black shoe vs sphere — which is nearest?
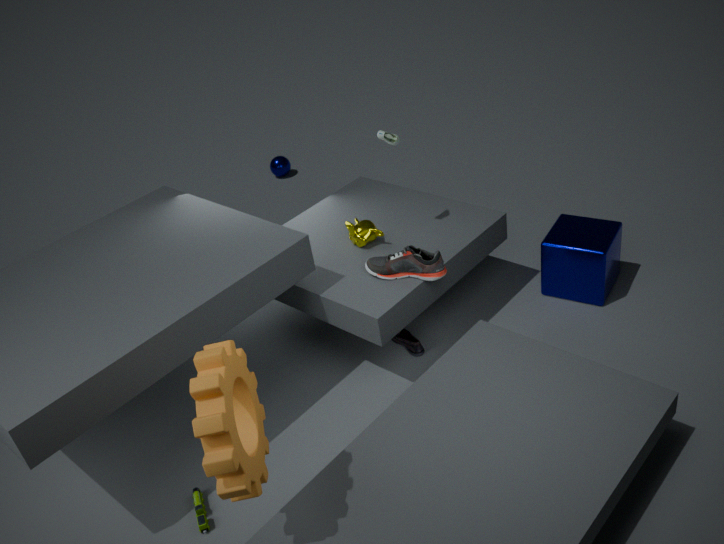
black shoe
